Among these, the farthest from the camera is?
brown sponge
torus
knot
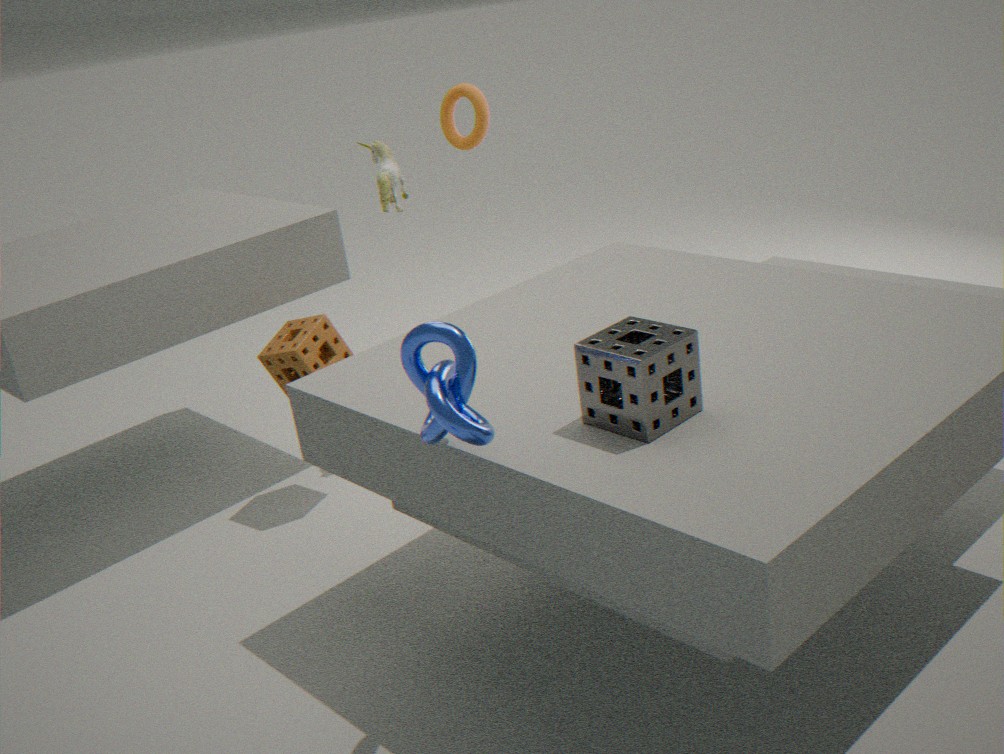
torus
